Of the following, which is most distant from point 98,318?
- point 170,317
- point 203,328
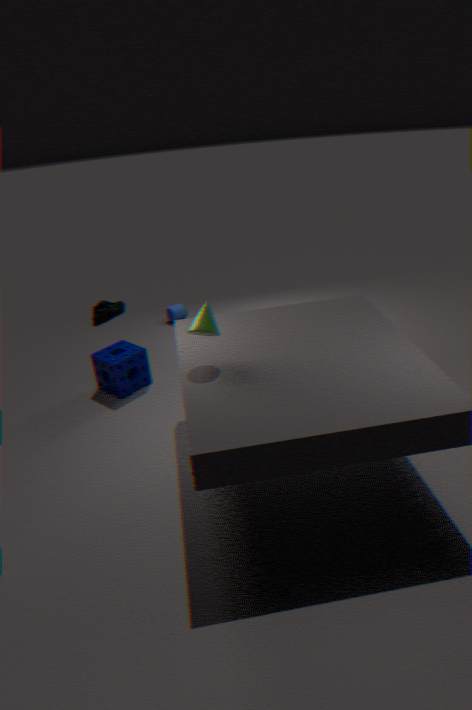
point 203,328
